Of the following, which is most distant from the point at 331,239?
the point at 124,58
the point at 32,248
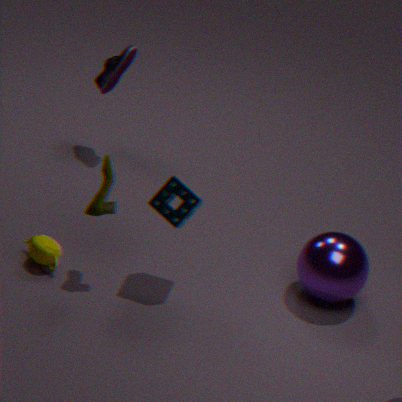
the point at 124,58
